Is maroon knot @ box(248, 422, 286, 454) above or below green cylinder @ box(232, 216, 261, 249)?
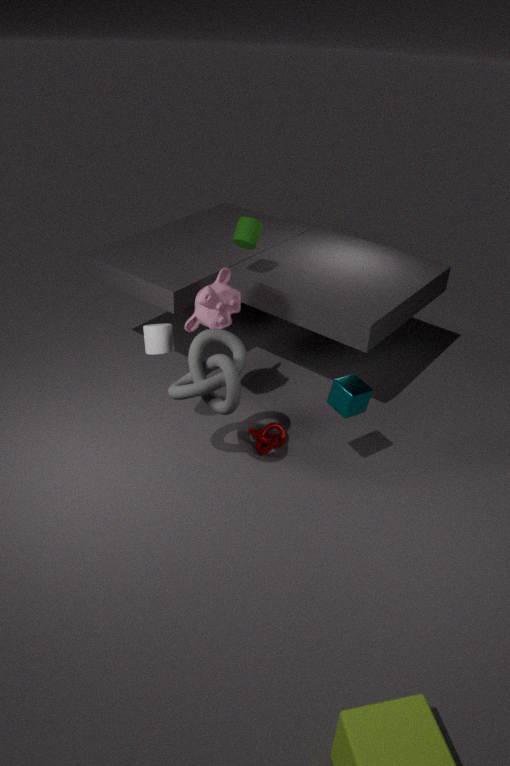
below
